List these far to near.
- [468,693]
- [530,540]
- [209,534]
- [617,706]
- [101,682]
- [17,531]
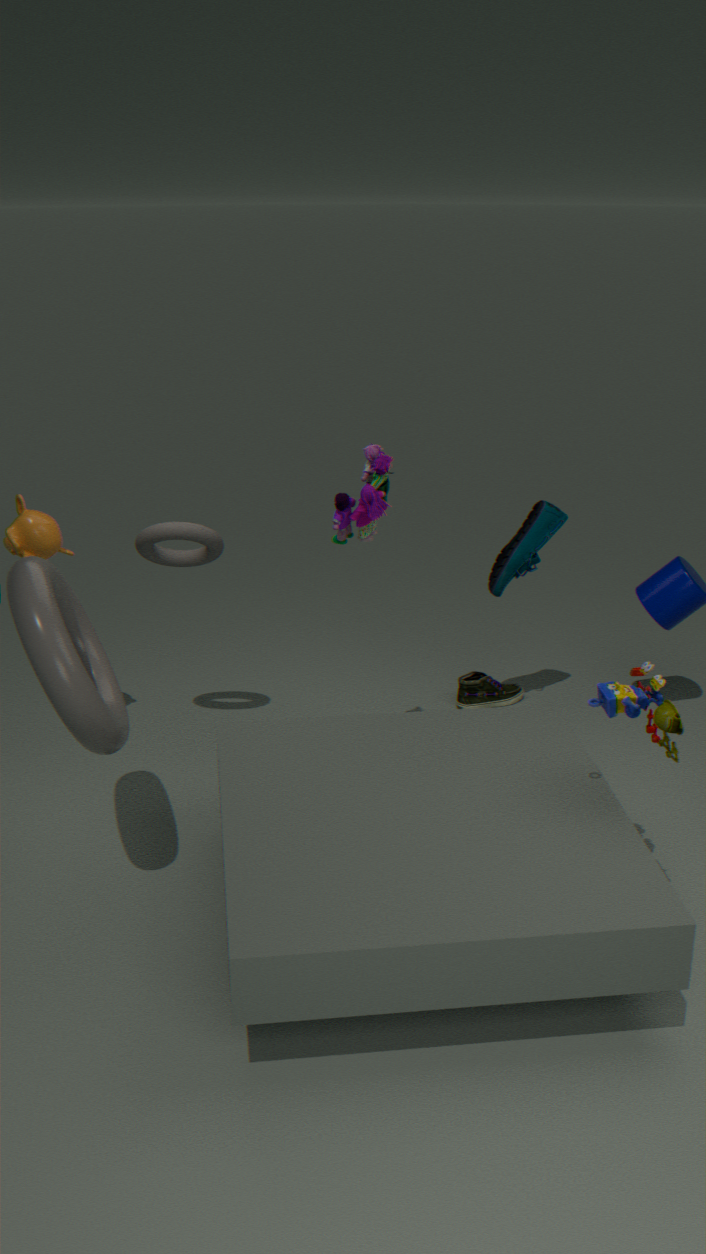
[468,693], [530,540], [209,534], [17,531], [101,682], [617,706]
